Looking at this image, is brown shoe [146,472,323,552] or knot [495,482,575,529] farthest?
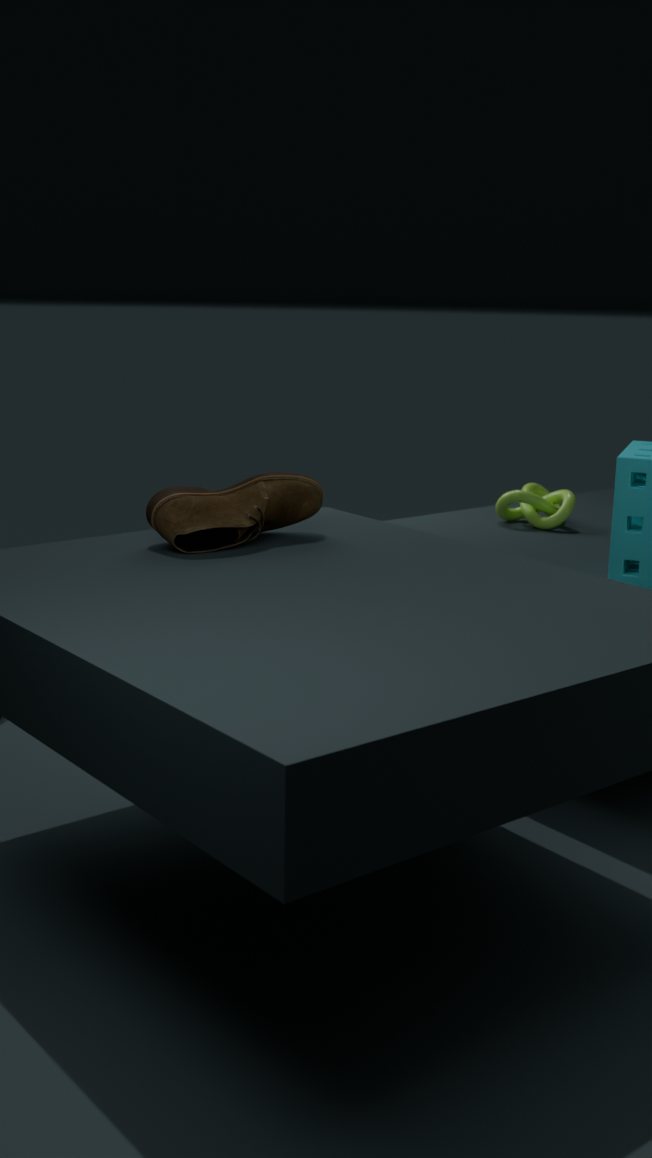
knot [495,482,575,529]
